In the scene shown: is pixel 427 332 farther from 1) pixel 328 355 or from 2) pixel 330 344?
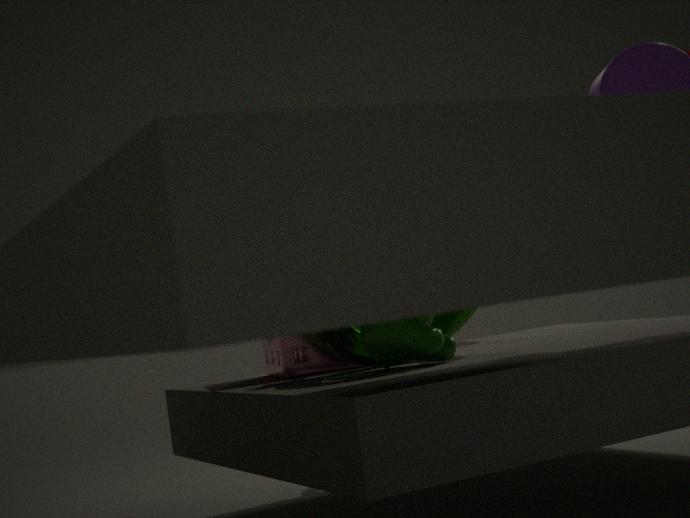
1) pixel 328 355
